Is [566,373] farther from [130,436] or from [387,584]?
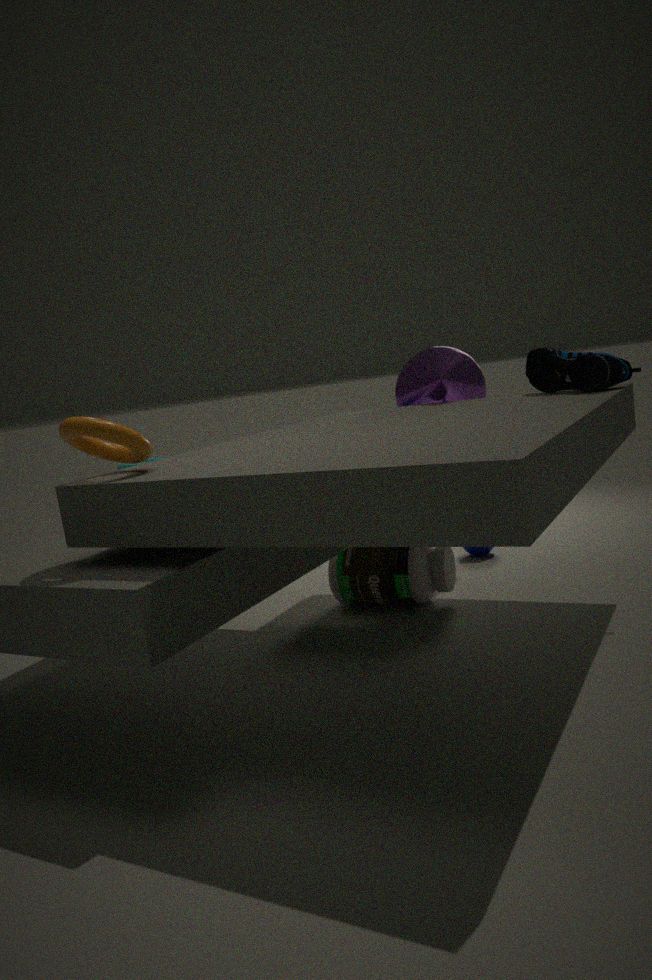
[130,436]
